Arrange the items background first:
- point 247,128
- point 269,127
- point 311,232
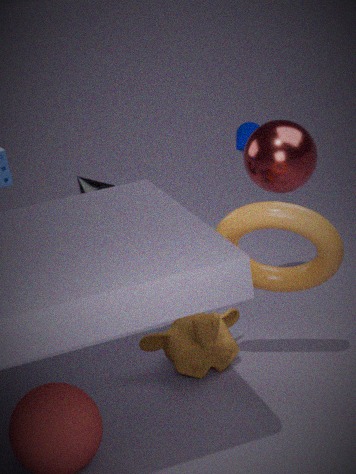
1. point 247,128
2. point 269,127
3. point 311,232
